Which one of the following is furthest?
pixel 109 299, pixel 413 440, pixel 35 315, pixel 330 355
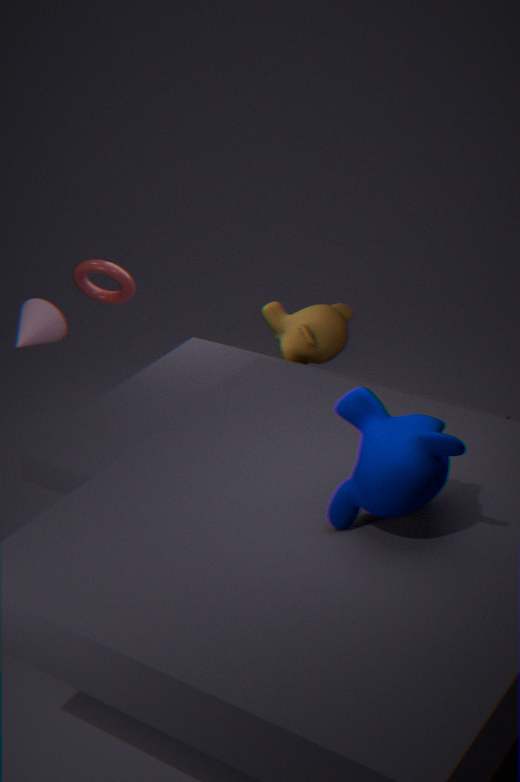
pixel 109 299
